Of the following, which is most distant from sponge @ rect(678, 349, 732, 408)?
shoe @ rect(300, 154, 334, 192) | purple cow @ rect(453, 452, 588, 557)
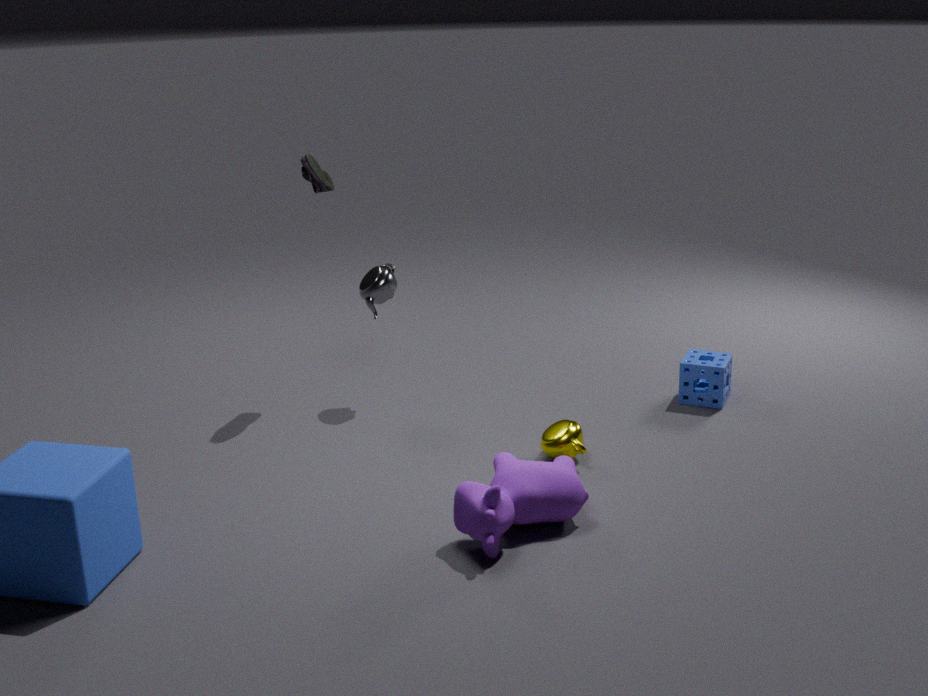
shoe @ rect(300, 154, 334, 192)
